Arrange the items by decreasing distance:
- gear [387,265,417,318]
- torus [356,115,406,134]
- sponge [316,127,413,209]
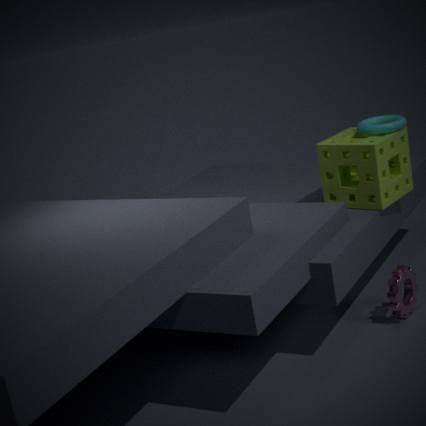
1. torus [356,115,406,134]
2. sponge [316,127,413,209]
3. gear [387,265,417,318]
